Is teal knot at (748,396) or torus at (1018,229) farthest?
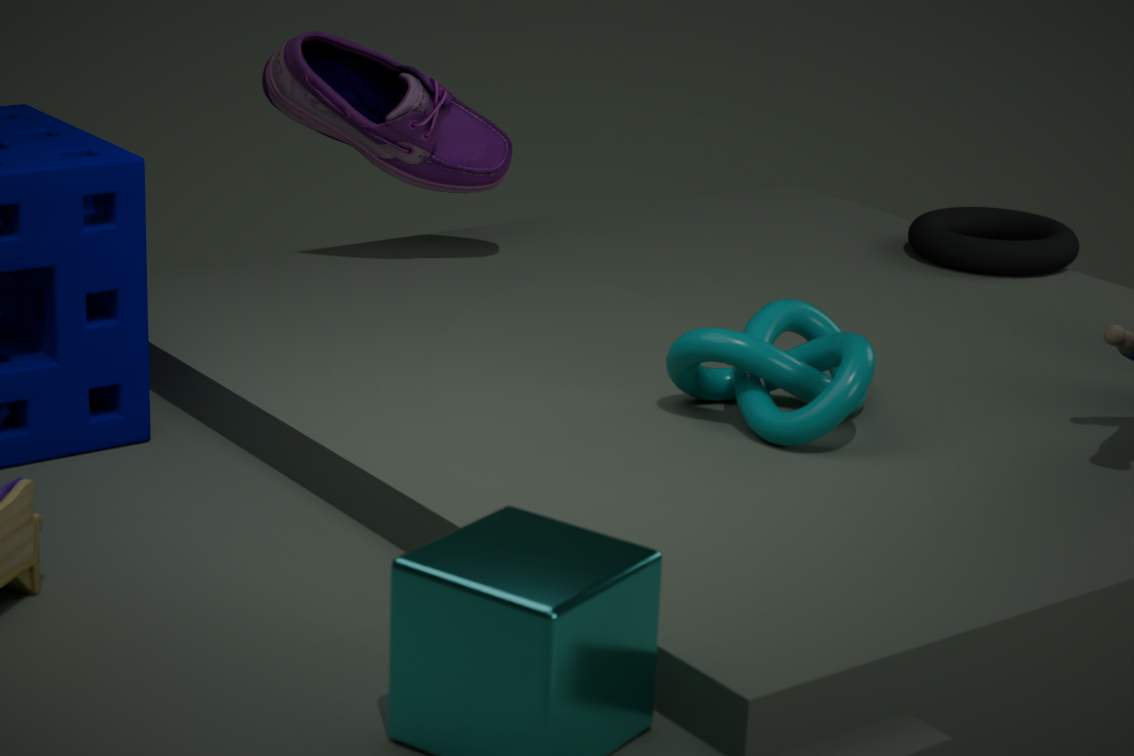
torus at (1018,229)
